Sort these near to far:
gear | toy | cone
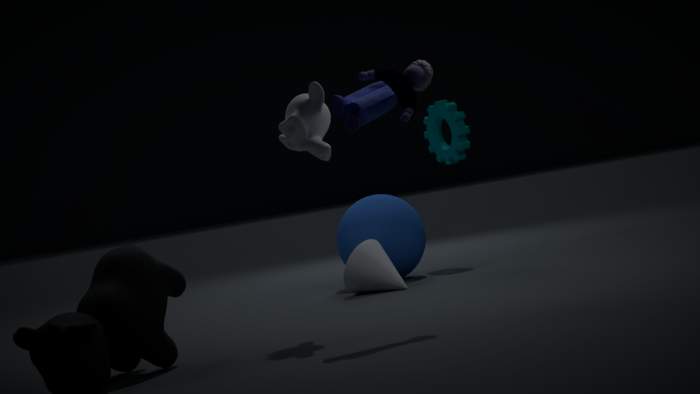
toy → cone → gear
